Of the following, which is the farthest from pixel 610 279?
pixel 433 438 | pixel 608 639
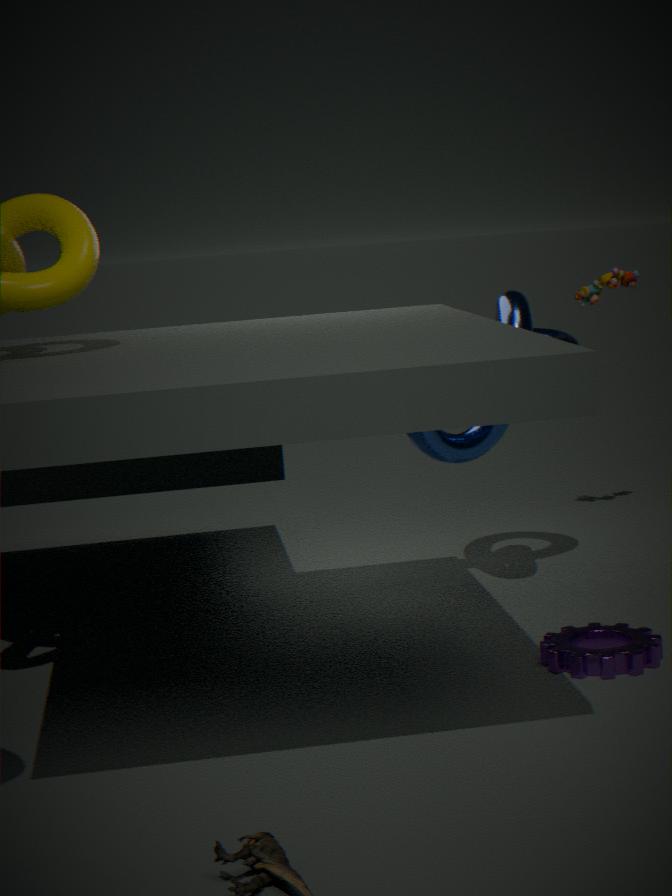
pixel 608 639
